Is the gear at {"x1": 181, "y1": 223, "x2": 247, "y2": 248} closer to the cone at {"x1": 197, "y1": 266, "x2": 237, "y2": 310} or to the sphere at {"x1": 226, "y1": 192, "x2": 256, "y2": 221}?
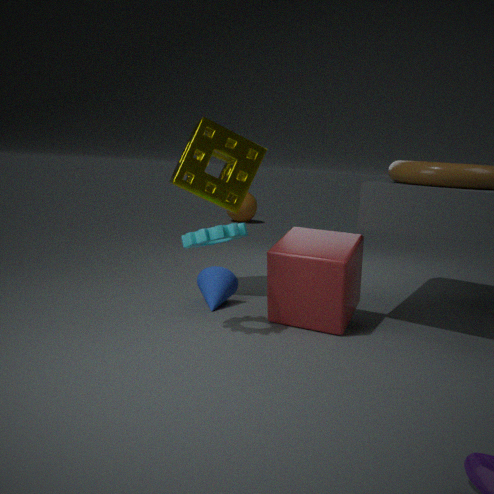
the cone at {"x1": 197, "y1": 266, "x2": 237, "y2": 310}
